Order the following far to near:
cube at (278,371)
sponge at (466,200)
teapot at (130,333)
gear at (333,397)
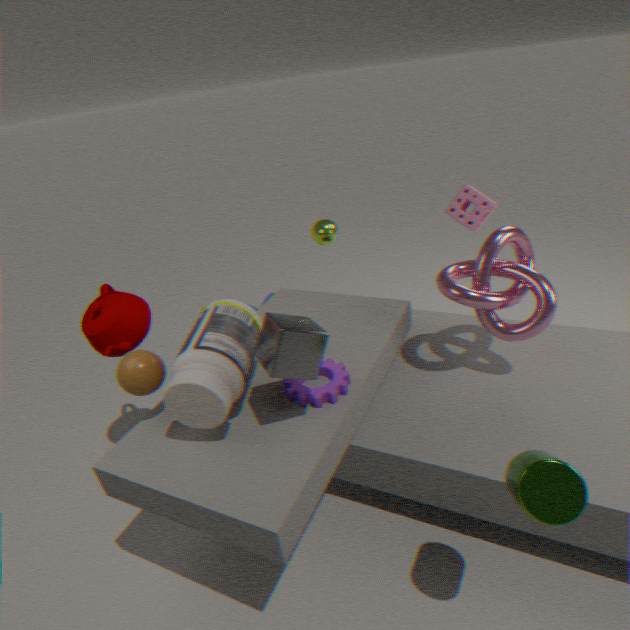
sponge at (466,200), teapot at (130,333), gear at (333,397), cube at (278,371)
